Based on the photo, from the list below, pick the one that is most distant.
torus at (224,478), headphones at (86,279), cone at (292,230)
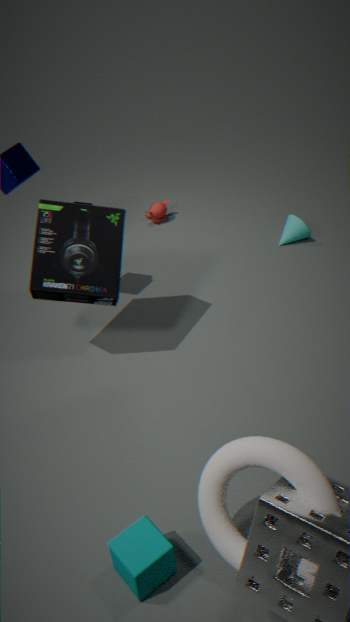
cone at (292,230)
